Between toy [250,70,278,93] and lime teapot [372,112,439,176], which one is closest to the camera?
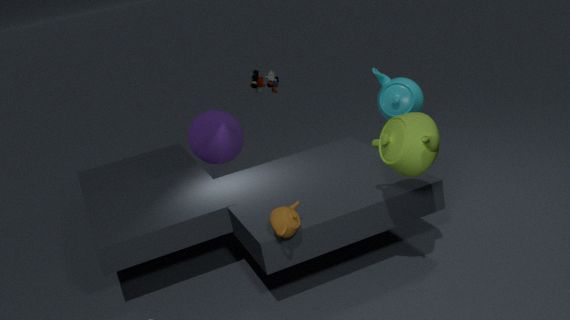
lime teapot [372,112,439,176]
